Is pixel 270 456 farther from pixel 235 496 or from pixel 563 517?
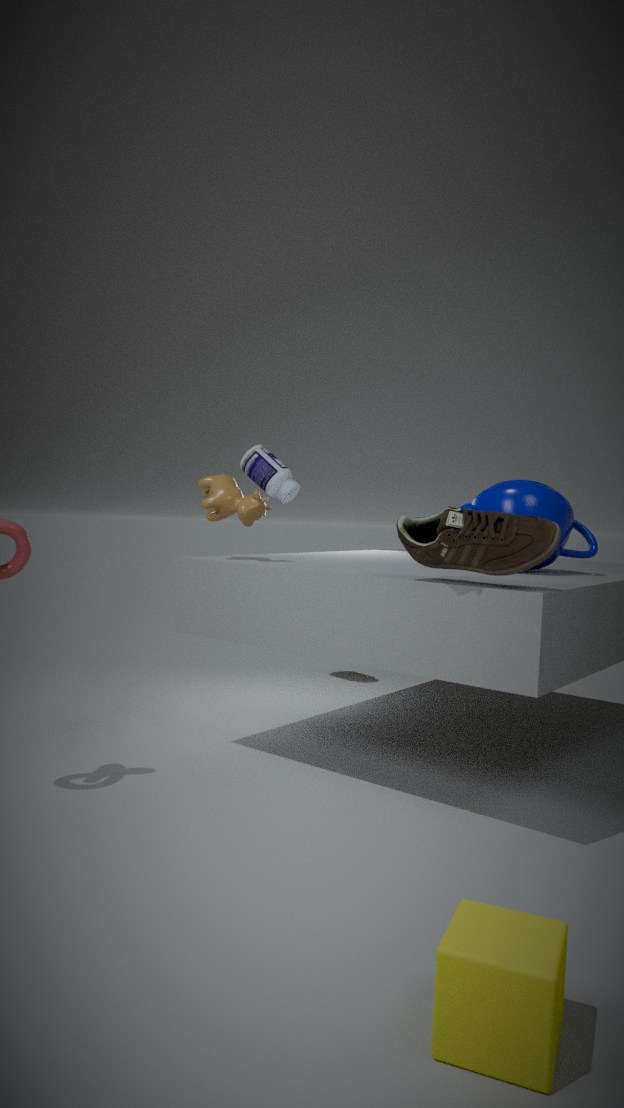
pixel 563 517
